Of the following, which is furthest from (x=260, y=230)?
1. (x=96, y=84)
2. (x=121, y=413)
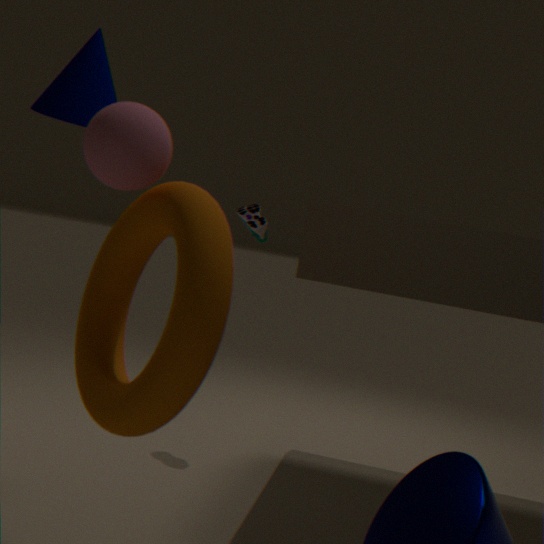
(x=121, y=413)
